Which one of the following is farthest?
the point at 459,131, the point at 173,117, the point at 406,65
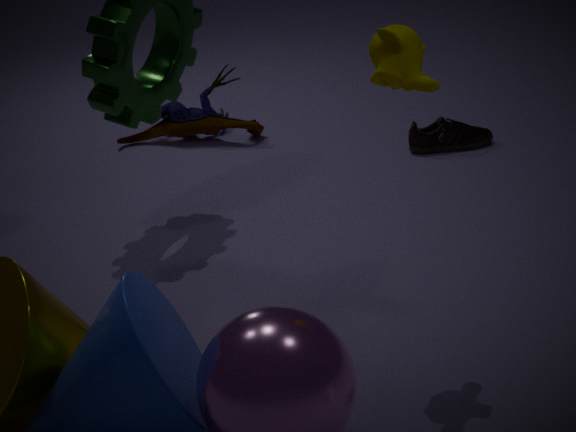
the point at 173,117
